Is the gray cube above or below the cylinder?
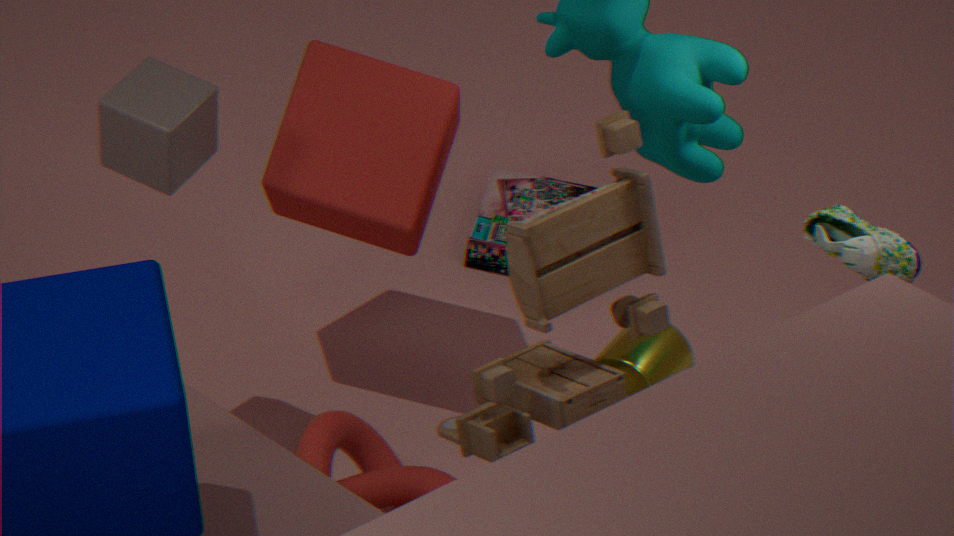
above
